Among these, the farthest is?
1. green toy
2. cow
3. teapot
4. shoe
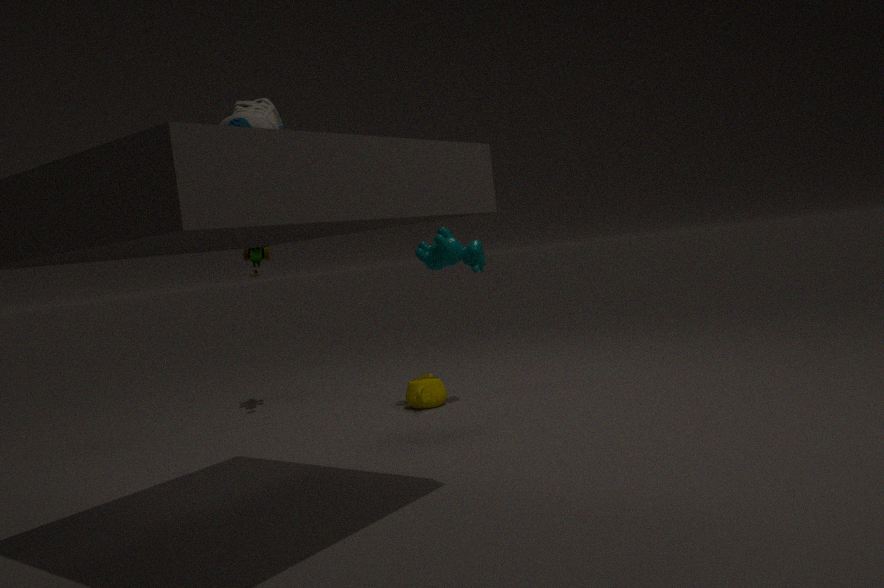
green toy
